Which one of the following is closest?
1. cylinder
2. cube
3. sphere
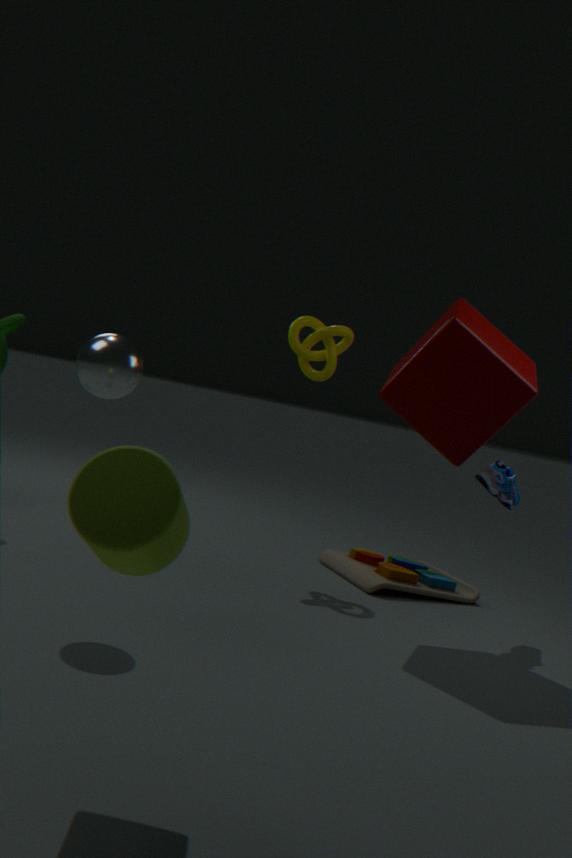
cylinder
